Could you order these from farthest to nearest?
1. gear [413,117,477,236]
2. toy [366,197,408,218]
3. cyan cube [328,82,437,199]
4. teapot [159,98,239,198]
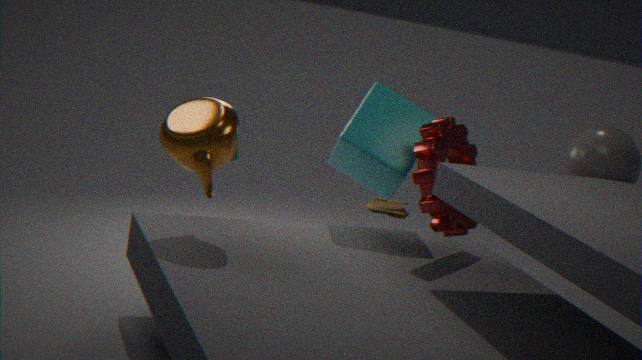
toy [366,197,408,218], cyan cube [328,82,437,199], gear [413,117,477,236], teapot [159,98,239,198]
